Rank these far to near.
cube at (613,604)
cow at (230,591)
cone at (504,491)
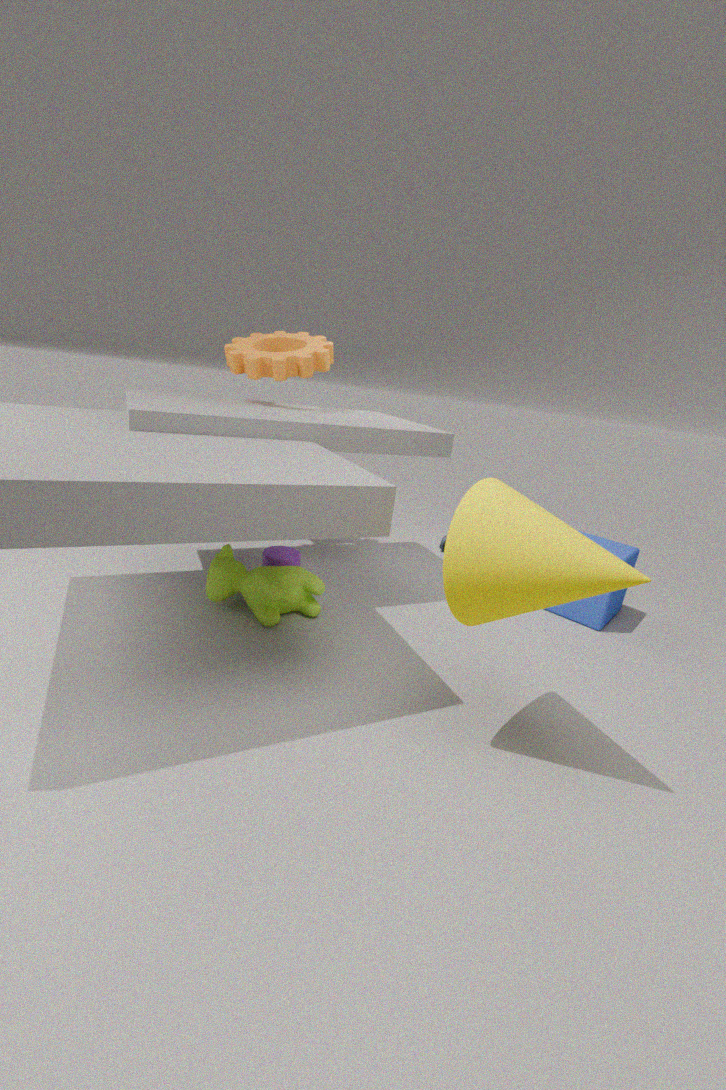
cube at (613,604) → cow at (230,591) → cone at (504,491)
